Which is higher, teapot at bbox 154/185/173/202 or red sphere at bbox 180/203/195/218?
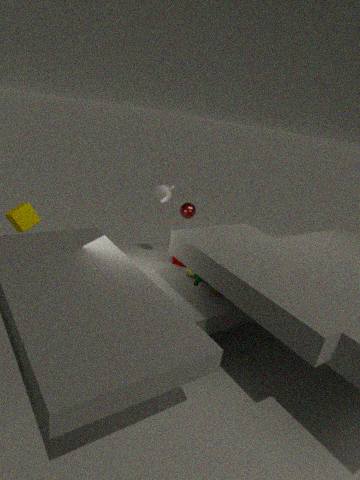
teapot at bbox 154/185/173/202
